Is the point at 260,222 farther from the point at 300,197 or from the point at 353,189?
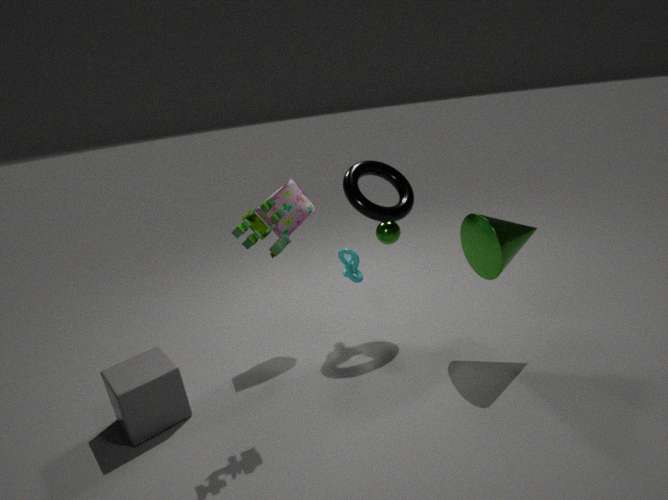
the point at 353,189
